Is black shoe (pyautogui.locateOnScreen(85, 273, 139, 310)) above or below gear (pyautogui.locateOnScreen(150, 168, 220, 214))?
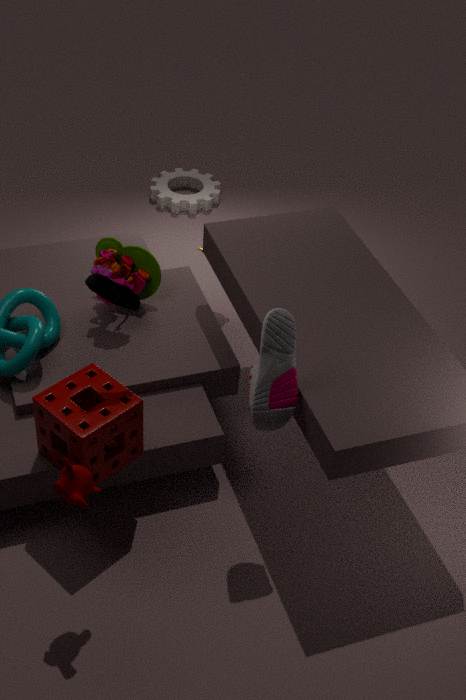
above
